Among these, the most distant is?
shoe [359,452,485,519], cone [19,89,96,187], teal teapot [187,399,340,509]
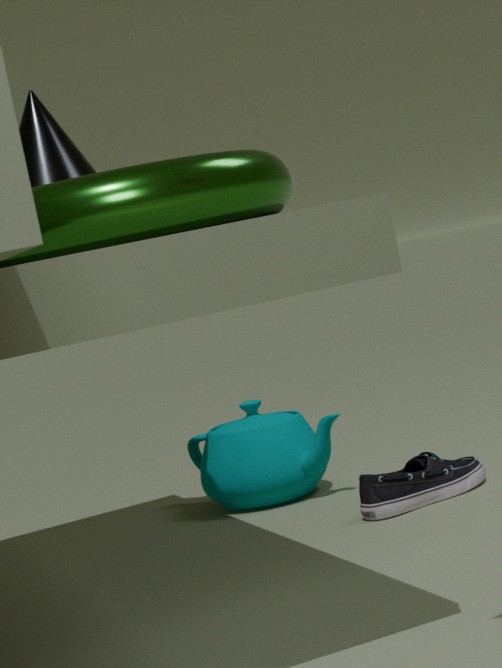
teal teapot [187,399,340,509]
